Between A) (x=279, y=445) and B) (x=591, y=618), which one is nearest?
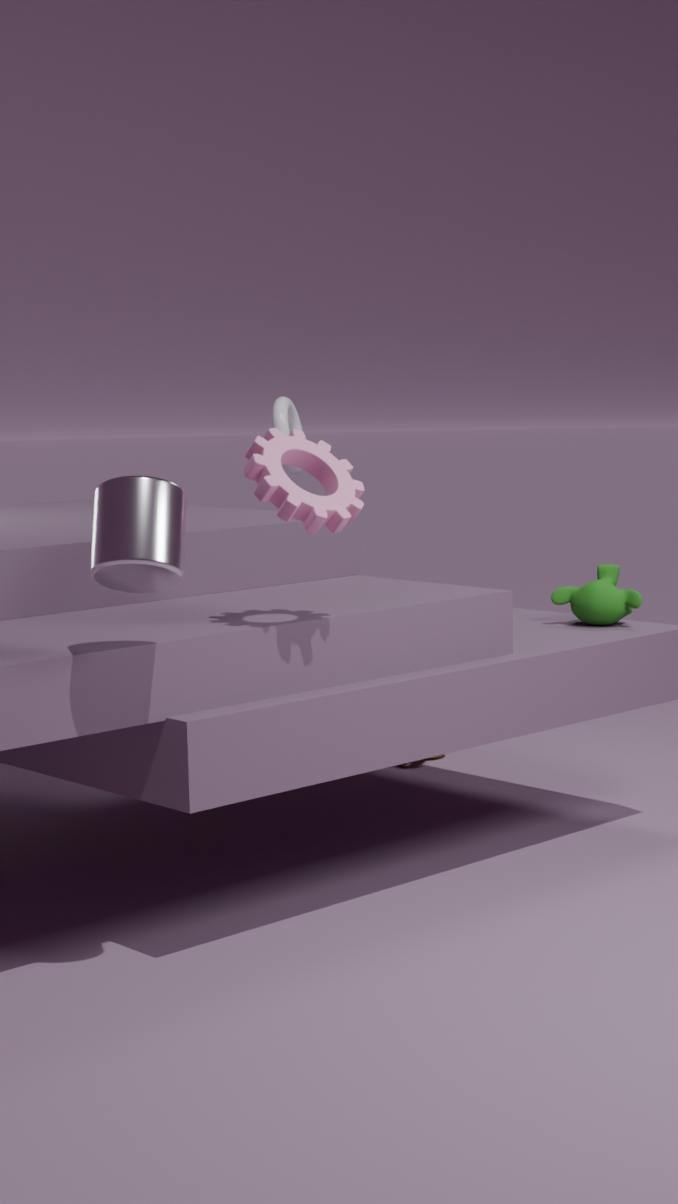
A. (x=279, y=445)
